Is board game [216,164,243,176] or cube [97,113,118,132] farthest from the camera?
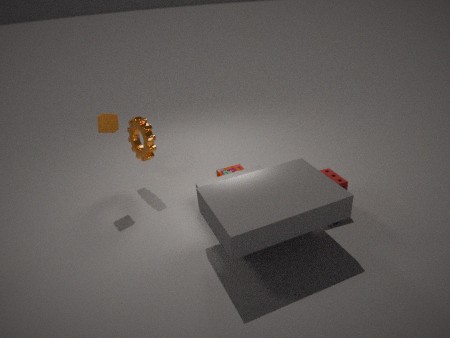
board game [216,164,243,176]
